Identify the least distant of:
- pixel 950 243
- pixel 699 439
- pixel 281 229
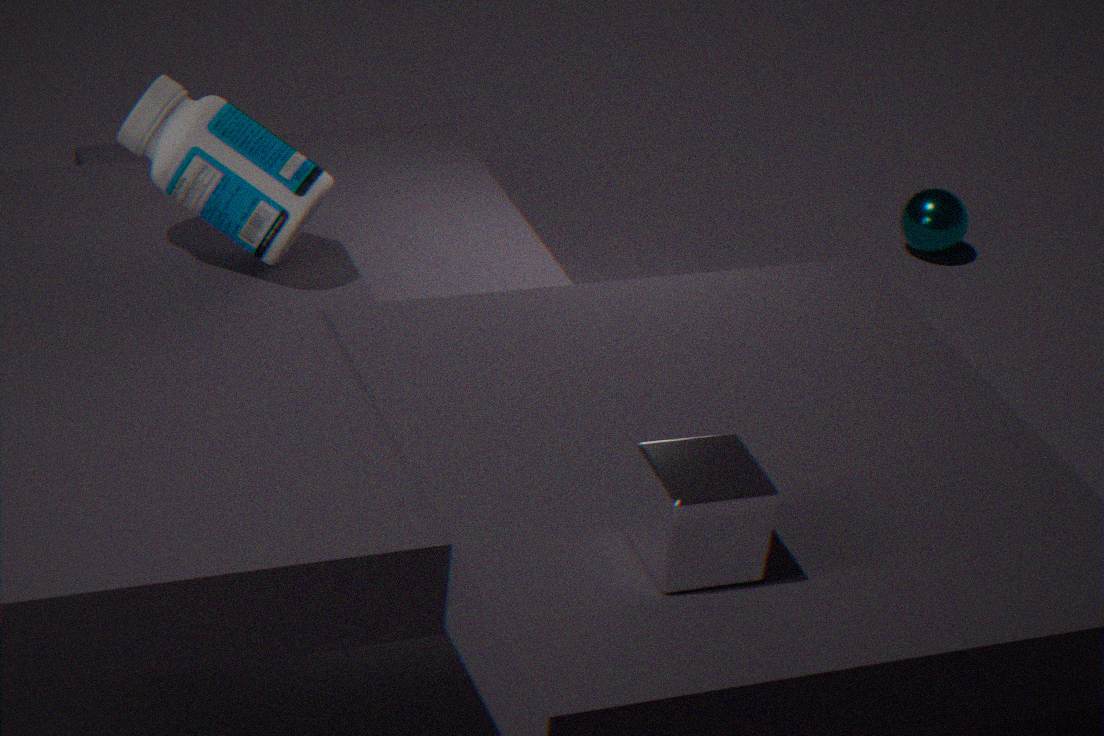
pixel 699 439
